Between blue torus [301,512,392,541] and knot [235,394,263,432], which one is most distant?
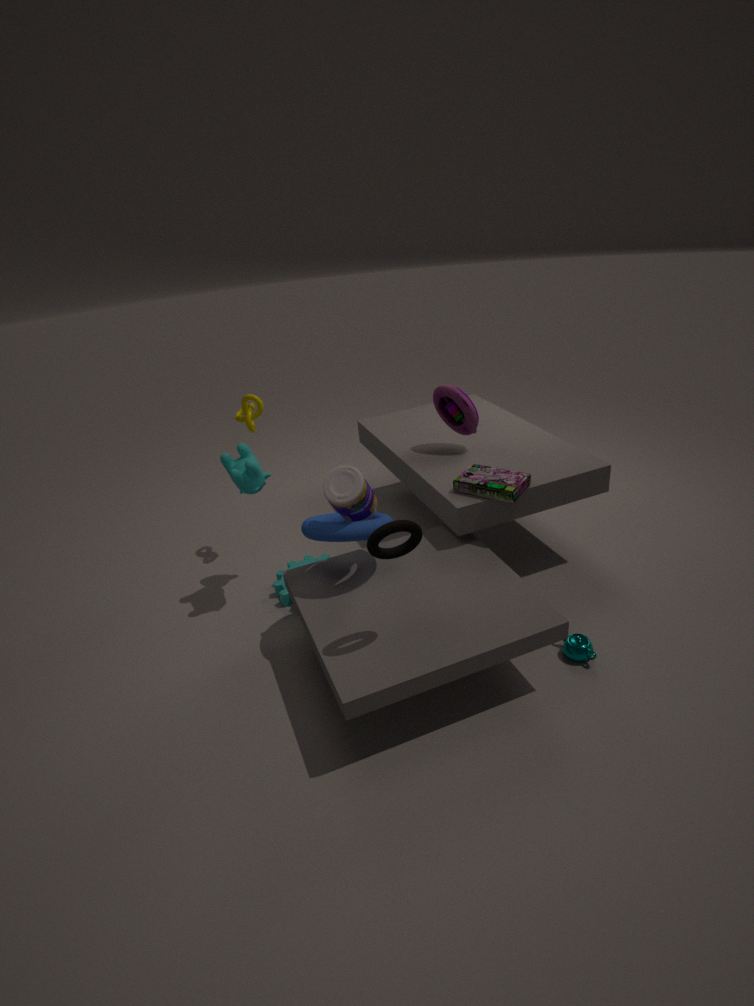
knot [235,394,263,432]
